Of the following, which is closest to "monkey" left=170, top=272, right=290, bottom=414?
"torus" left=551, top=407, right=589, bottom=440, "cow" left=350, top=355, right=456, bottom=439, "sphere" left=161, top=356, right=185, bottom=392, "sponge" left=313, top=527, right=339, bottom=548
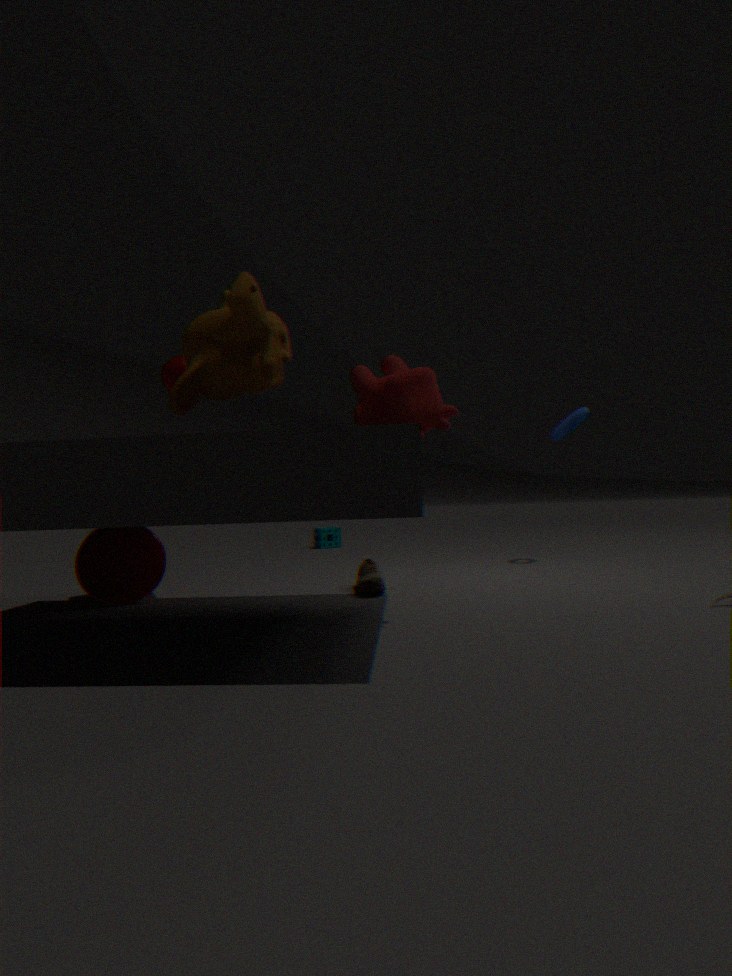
Answer: "cow" left=350, top=355, right=456, bottom=439
